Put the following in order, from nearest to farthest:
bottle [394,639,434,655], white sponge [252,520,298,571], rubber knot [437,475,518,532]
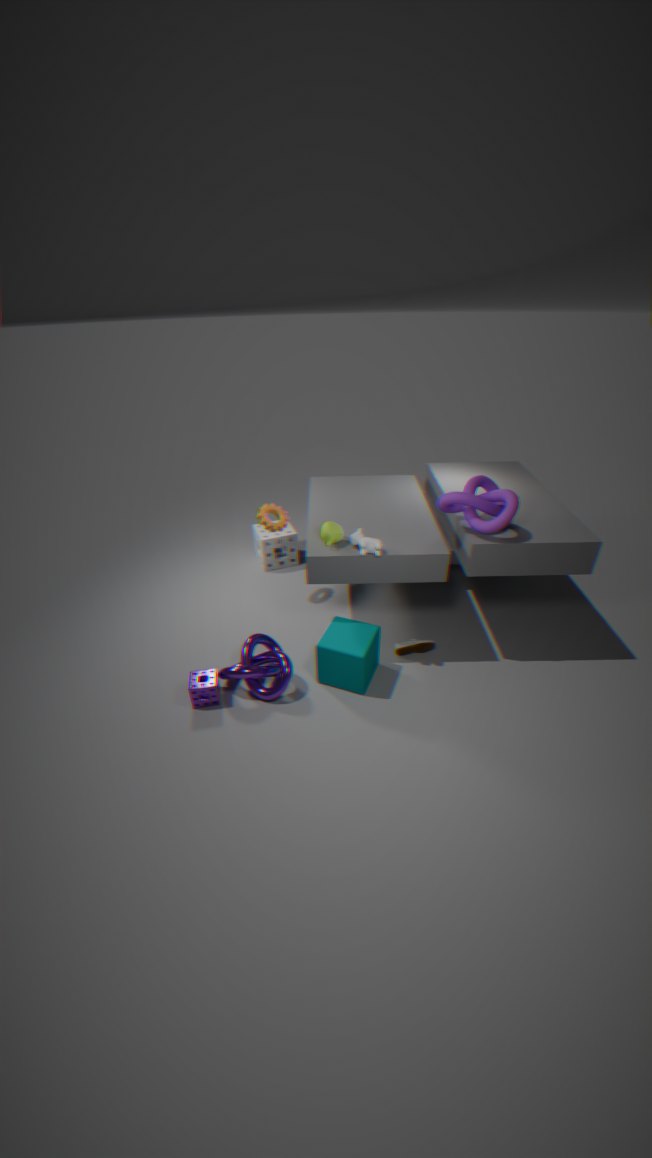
rubber knot [437,475,518,532] → bottle [394,639,434,655] → white sponge [252,520,298,571]
